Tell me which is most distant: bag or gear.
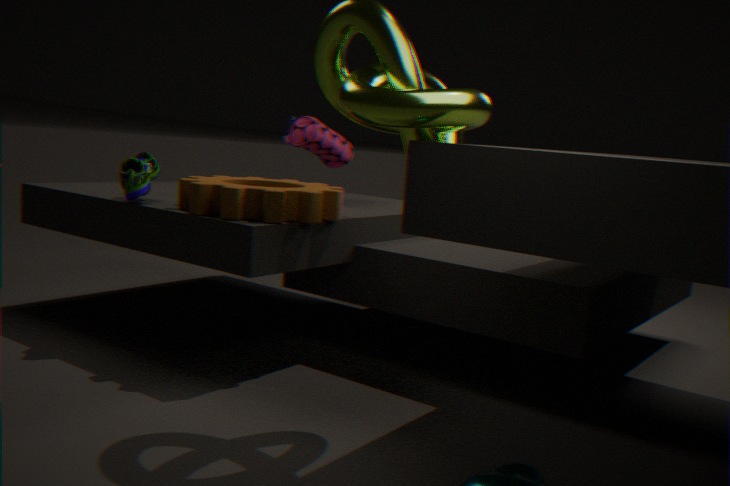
bag
